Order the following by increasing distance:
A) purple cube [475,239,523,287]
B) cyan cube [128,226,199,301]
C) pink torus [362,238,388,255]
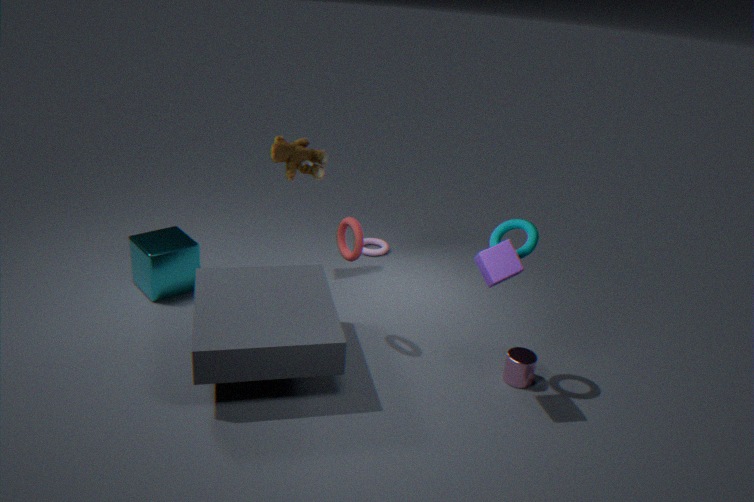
purple cube [475,239,523,287]
cyan cube [128,226,199,301]
pink torus [362,238,388,255]
